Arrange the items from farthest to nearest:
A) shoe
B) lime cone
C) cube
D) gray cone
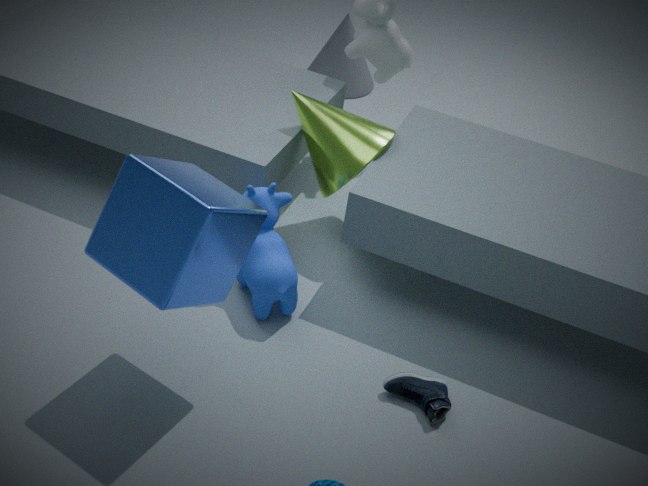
gray cone
lime cone
shoe
cube
